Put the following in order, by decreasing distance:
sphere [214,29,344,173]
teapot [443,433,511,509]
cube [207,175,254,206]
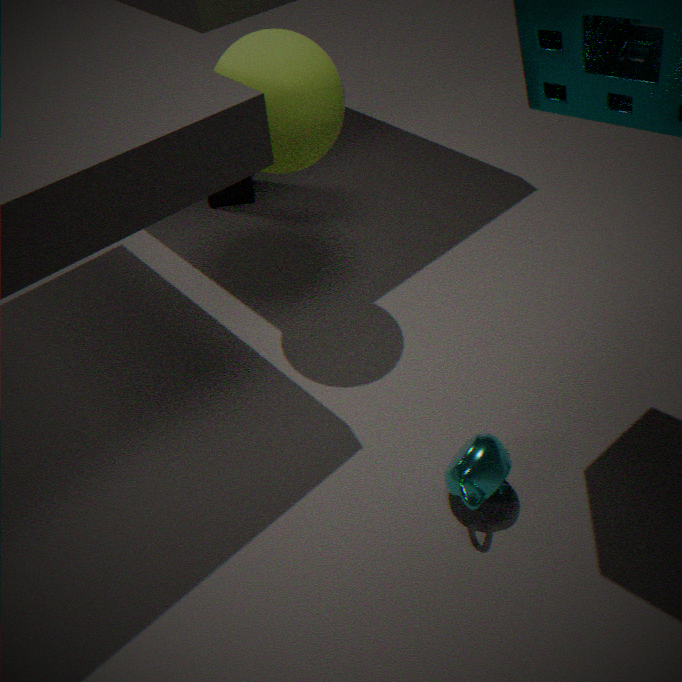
cube [207,175,254,206] → sphere [214,29,344,173] → teapot [443,433,511,509]
